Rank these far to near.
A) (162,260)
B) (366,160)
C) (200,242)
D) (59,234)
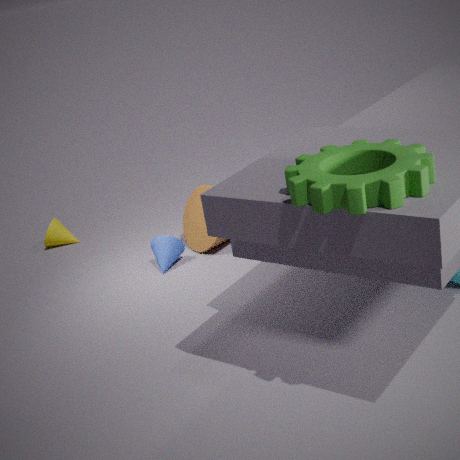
(59,234) < (200,242) < (162,260) < (366,160)
